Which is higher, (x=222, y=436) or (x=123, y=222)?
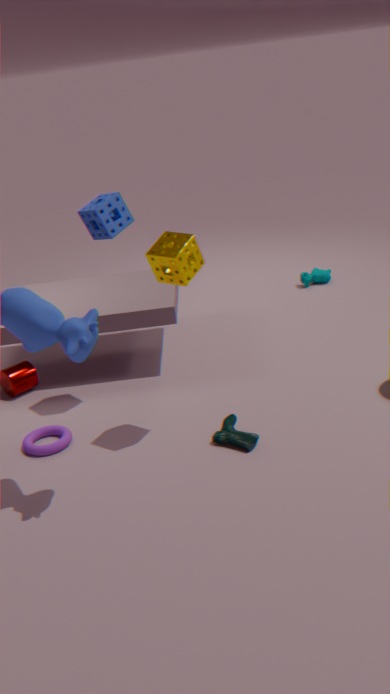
(x=123, y=222)
